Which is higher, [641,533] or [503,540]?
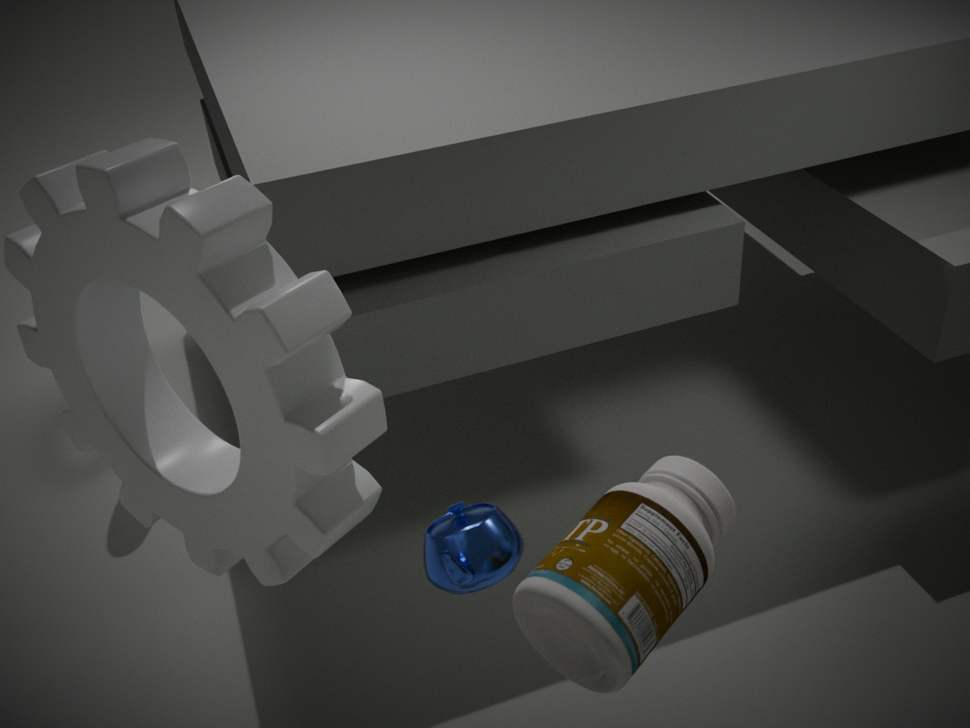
[641,533]
